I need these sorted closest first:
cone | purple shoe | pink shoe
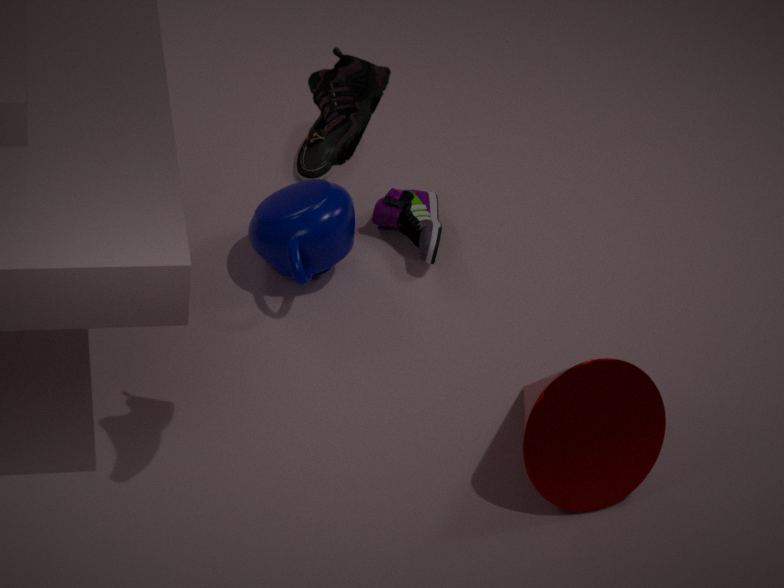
1. pink shoe
2. cone
3. purple shoe
